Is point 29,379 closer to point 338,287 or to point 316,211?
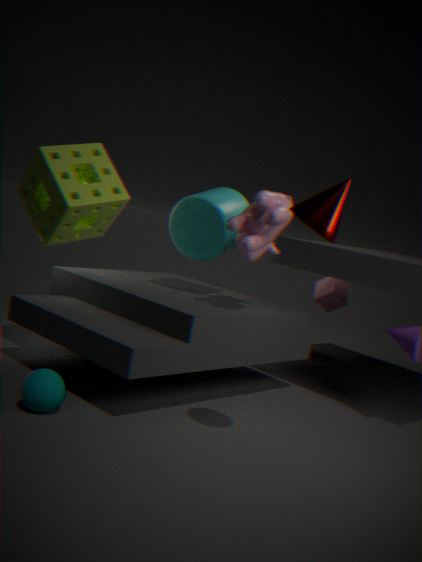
point 316,211
